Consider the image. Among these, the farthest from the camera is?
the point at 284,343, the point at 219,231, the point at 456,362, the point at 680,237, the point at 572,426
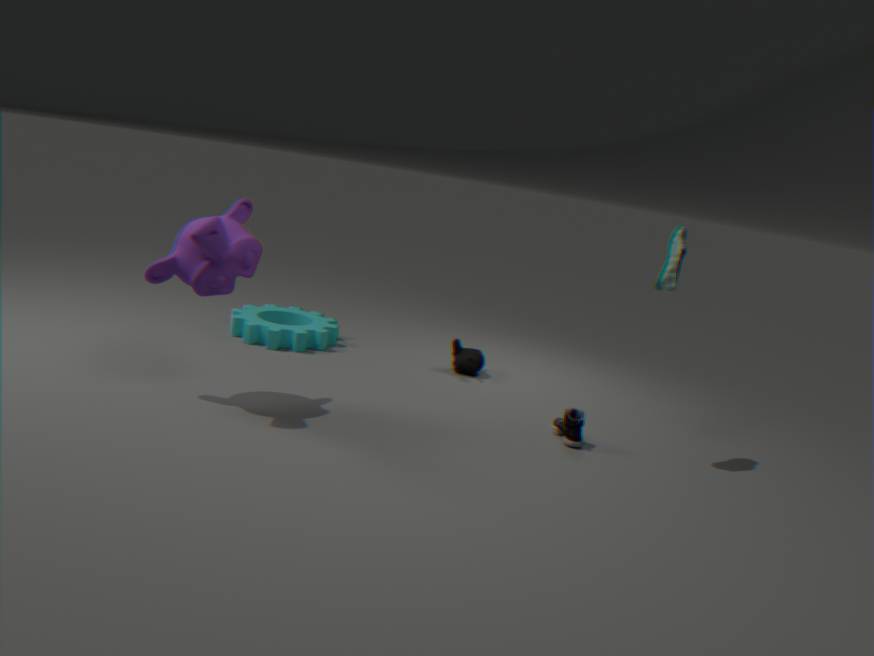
the point at 456,362
